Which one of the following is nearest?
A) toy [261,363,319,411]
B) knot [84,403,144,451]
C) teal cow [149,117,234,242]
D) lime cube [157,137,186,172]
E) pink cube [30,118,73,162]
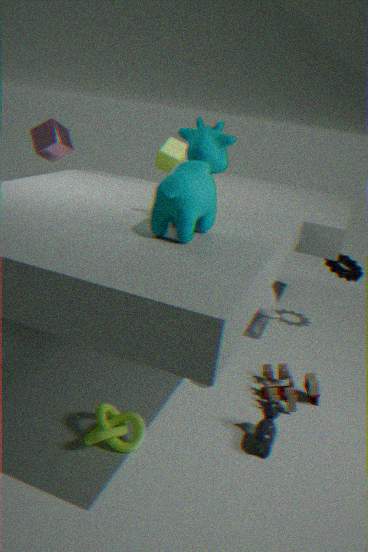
teal cow [149,117,234,242]
